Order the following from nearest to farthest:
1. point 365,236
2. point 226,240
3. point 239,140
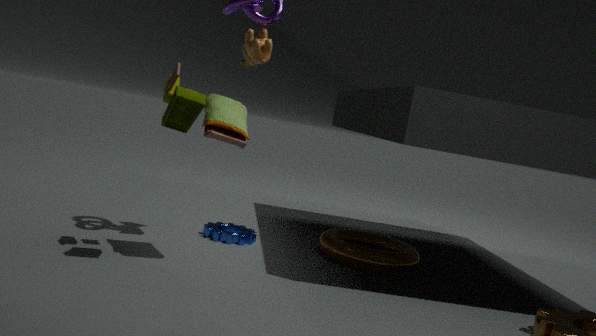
point 239,140, point 226,240, point 365,236
